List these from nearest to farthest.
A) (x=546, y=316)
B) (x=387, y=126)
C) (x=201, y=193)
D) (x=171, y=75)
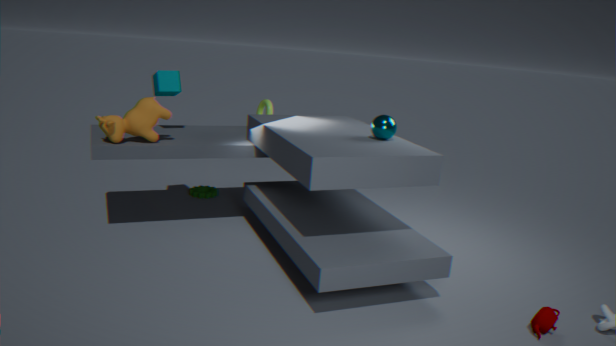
1. (x=546, y=316)
2. (x=387, y=126)
3. (x=171, y=75)
4. (x=201, y=193)
